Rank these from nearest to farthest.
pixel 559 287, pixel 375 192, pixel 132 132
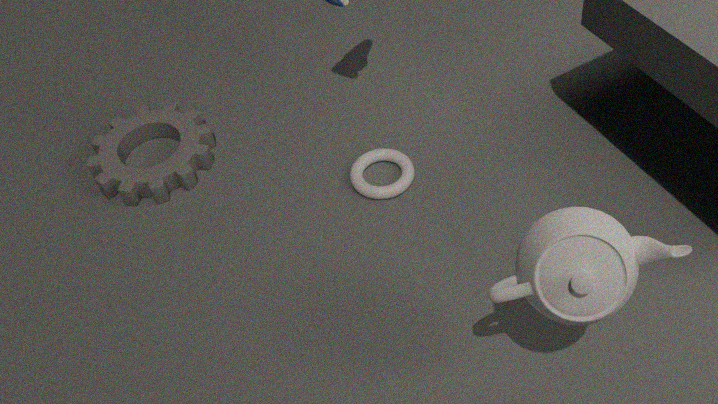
1. pixel 559 287
2. pixel 375 192
3. pixel 132 132
